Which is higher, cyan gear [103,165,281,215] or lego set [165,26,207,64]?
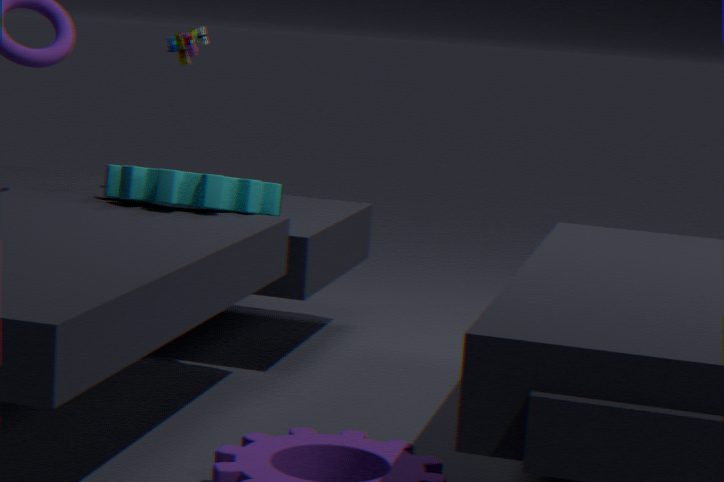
lego set [165,26,207,64]
